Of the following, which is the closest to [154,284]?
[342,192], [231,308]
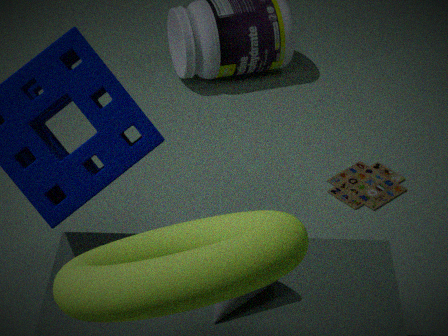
[231,308]
